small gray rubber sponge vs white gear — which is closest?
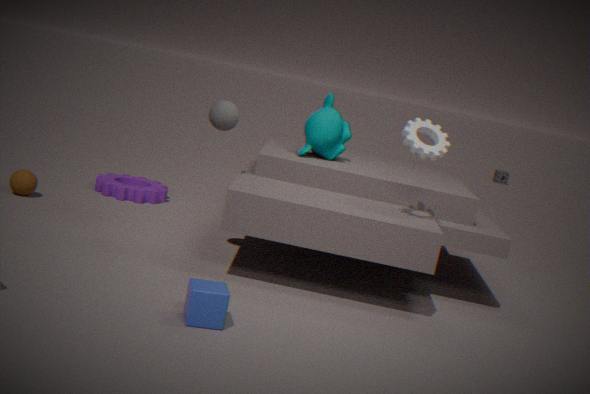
white gear
